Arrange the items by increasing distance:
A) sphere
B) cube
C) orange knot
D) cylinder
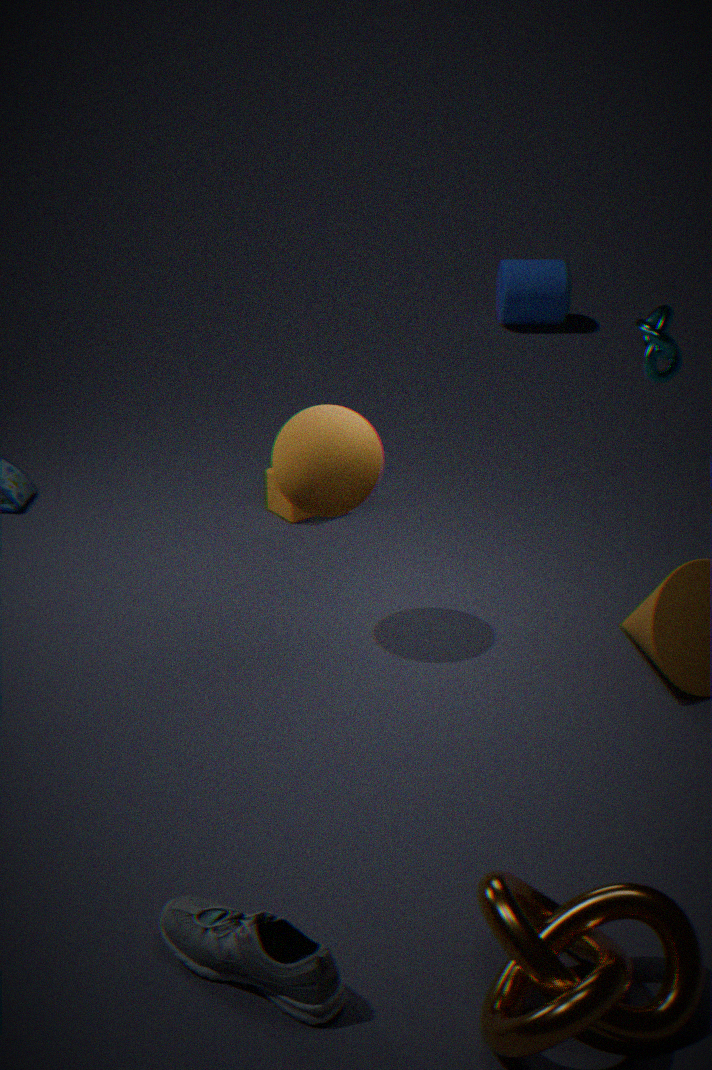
orange knot < sphere < cube < cylinder
